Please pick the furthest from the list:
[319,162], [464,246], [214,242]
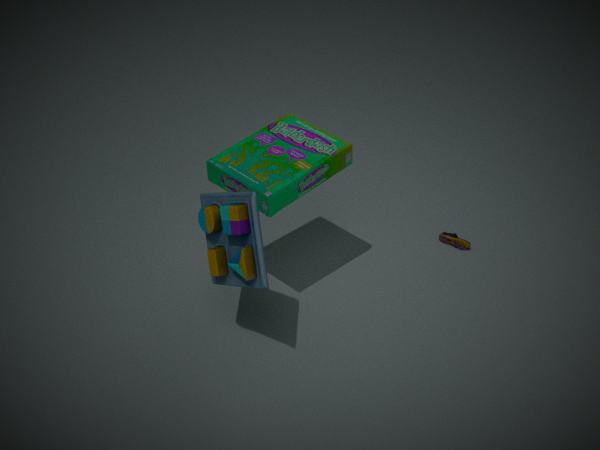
[464,246]
